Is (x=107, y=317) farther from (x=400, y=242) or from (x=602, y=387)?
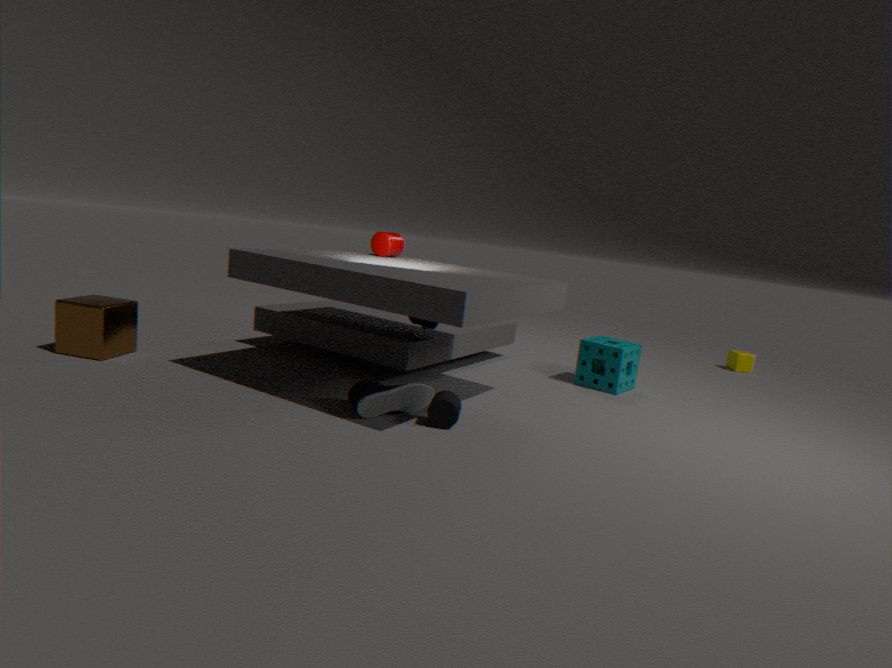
(x=602, y=387)
